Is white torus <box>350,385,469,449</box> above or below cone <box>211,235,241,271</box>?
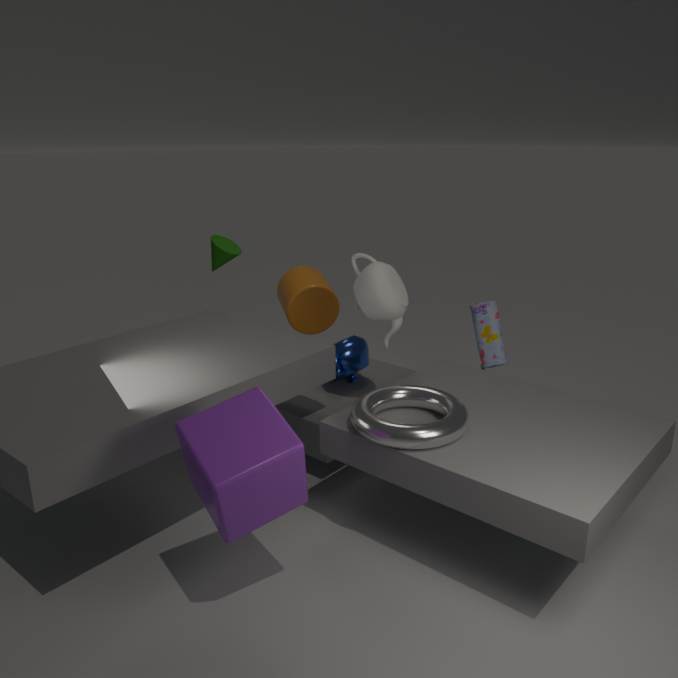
below
